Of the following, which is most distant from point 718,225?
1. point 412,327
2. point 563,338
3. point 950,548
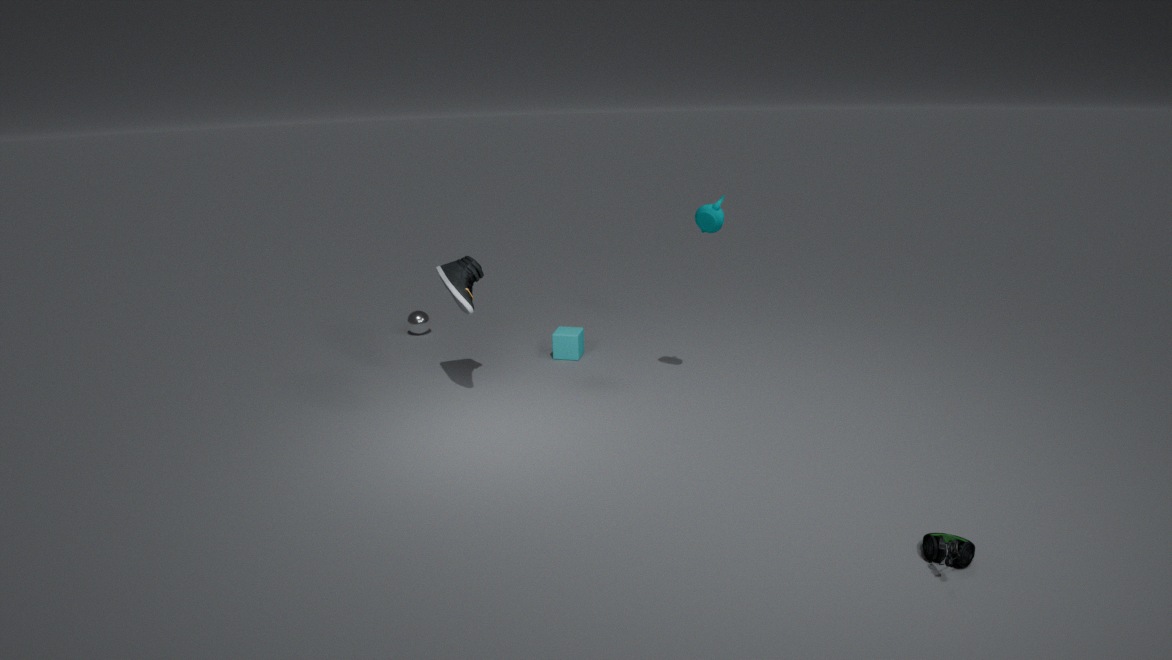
point 412,327
